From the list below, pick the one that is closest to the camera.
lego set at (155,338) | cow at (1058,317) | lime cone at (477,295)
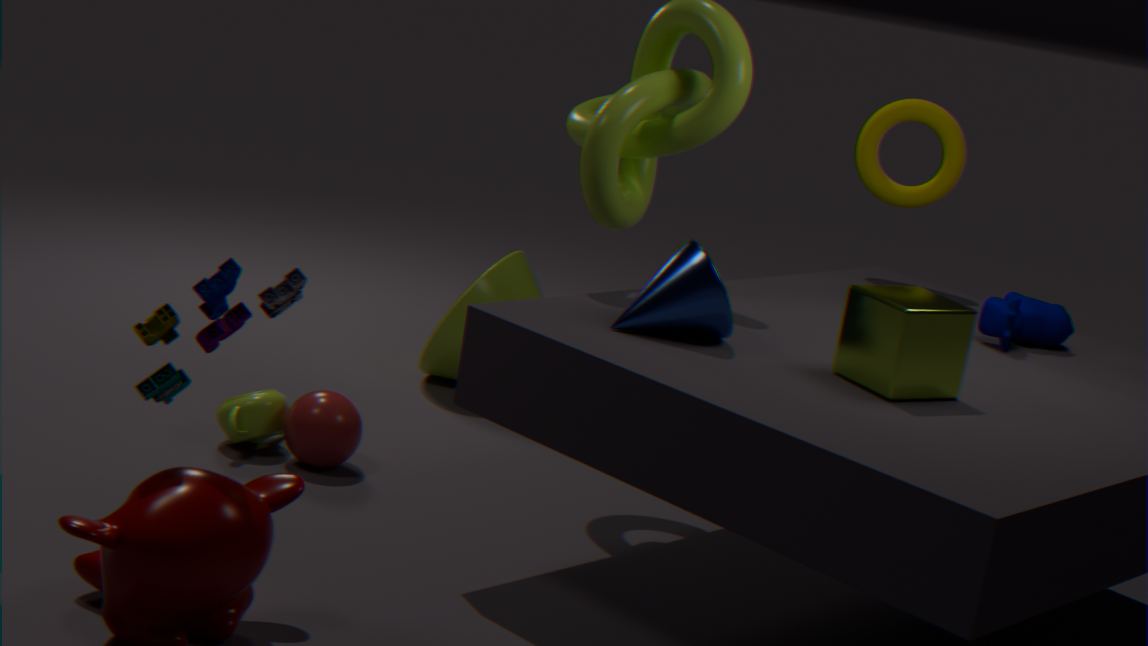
lego set at (155,338)
